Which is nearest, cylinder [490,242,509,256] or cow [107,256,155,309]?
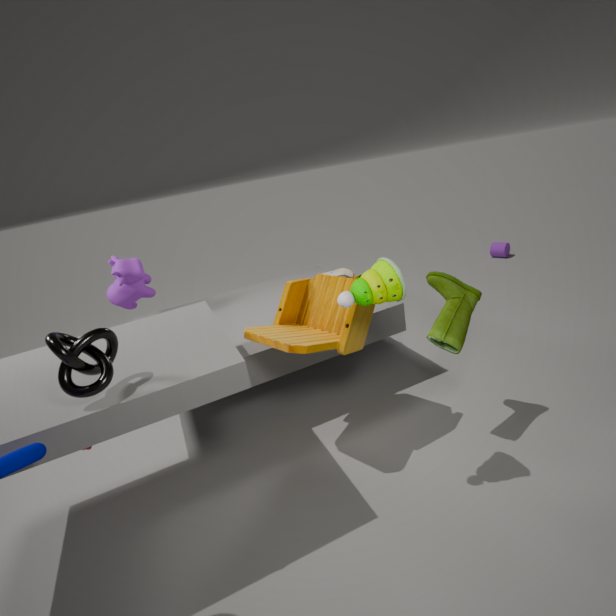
cow [107,256,155,309]
